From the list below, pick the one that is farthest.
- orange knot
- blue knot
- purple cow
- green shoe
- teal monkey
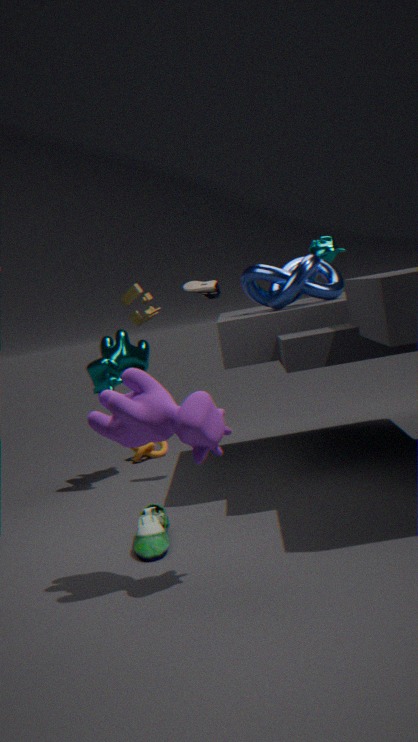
orange knot
